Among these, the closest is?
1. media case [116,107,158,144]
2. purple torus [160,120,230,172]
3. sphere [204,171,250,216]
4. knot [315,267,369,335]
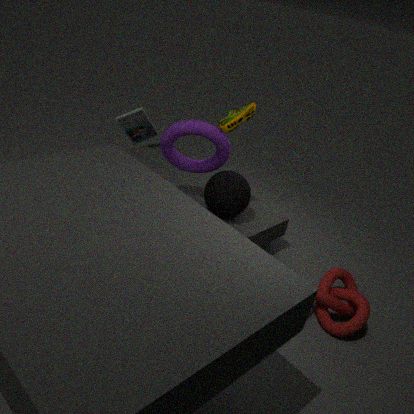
knot [315,267,369,335]
